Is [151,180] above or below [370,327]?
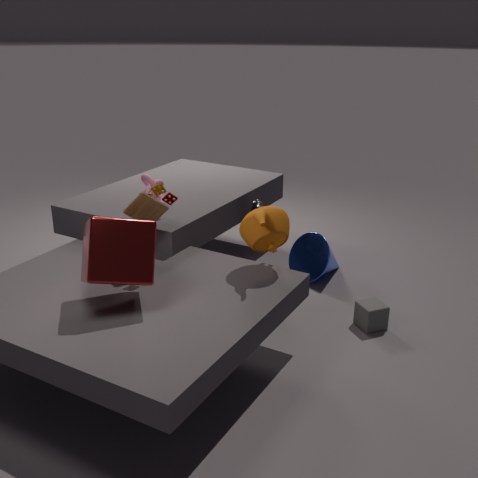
above
